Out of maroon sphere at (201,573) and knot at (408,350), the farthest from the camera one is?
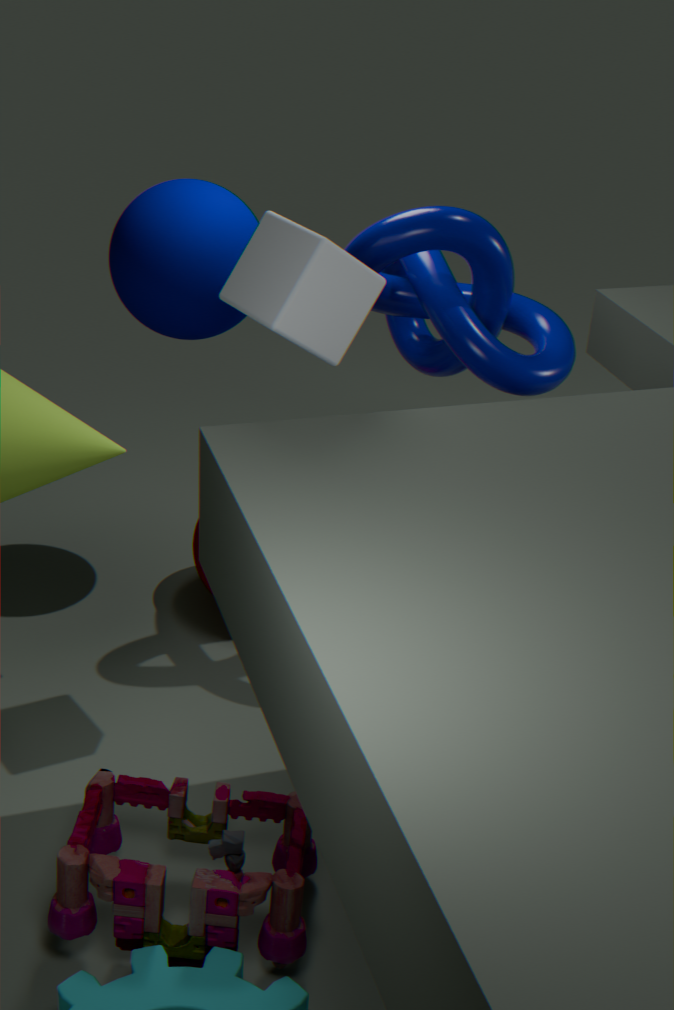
maroon sphere at (201,573)
